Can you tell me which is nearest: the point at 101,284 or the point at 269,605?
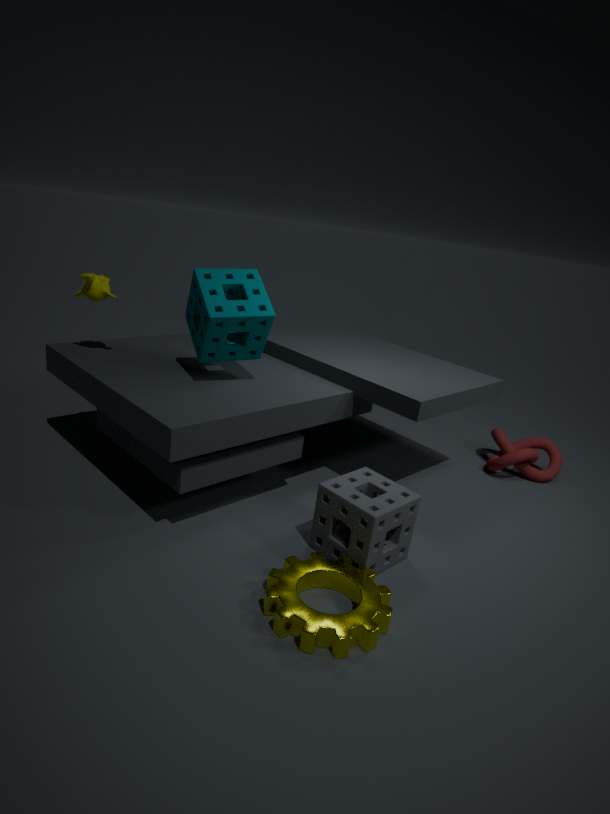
the point at 269,605
